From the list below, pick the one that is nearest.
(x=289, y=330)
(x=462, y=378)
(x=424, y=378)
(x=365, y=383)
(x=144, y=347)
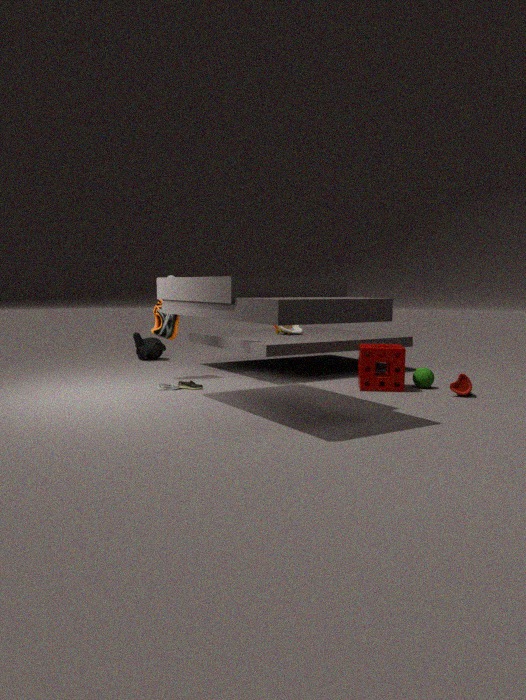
(x=462, y=378)
